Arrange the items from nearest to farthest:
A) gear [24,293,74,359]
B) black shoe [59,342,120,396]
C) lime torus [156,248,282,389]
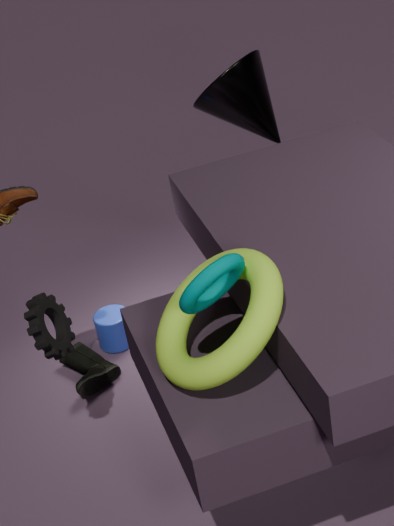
lime torus [156,248,282,389]
gear [24,293,74,359]
black shoe [59,342,120,396]
